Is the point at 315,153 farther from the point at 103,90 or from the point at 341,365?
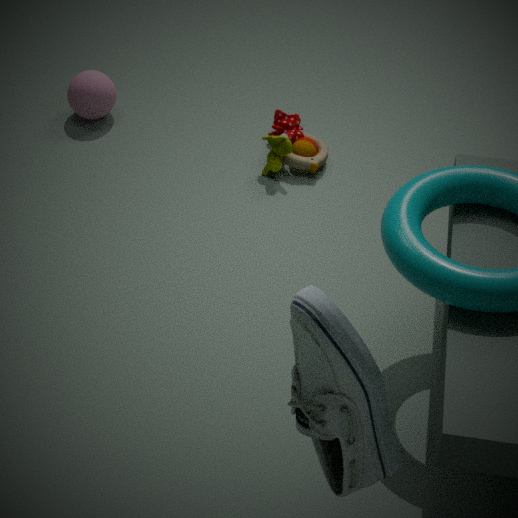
the point at 341,365
